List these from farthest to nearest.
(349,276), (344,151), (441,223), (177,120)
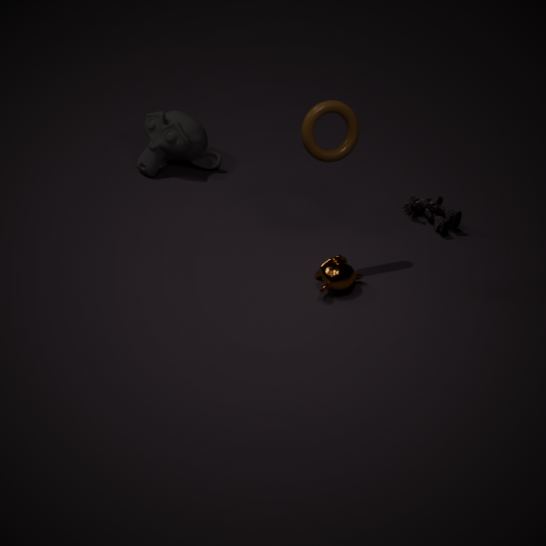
(177,120), (441,223), (349,276), (344,151)
